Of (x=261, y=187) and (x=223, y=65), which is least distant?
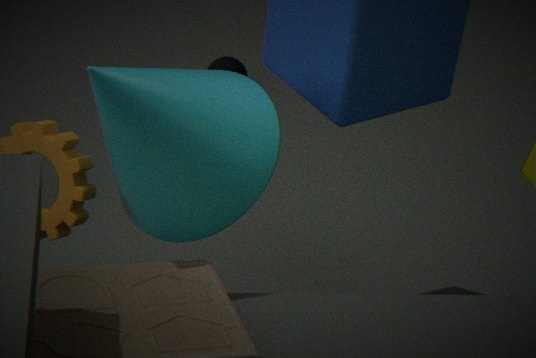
(x=261, y=187)
